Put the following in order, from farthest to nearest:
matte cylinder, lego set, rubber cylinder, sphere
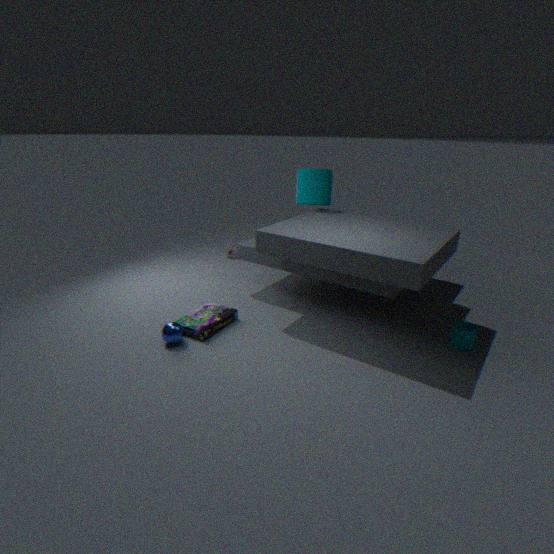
matte cylinder, lego set, rubber cylinder, sphere
